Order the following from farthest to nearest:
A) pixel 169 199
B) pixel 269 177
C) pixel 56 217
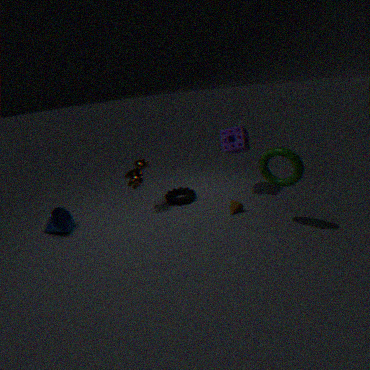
pixel 169 199 → pixel 56 217 → pixel 269 177
